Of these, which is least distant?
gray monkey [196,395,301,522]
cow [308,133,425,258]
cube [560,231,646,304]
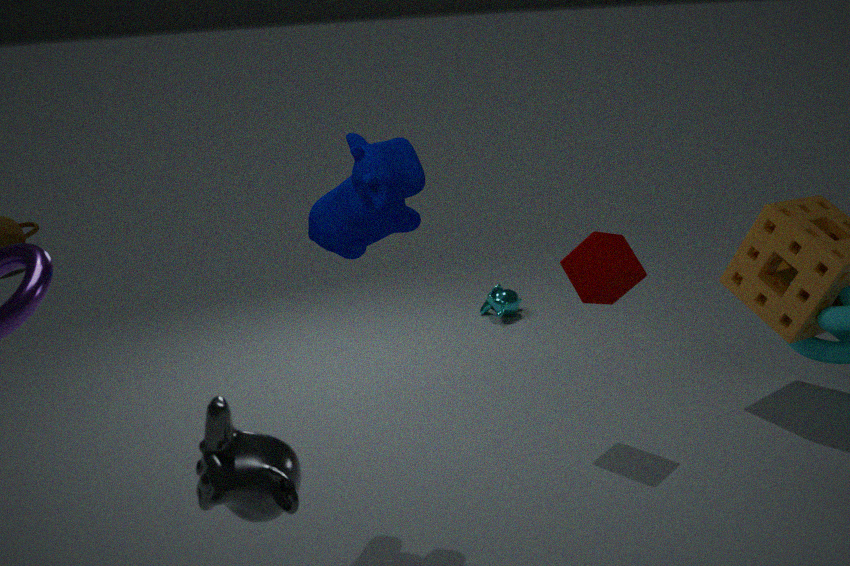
gray monkey [196,395,301,522]
